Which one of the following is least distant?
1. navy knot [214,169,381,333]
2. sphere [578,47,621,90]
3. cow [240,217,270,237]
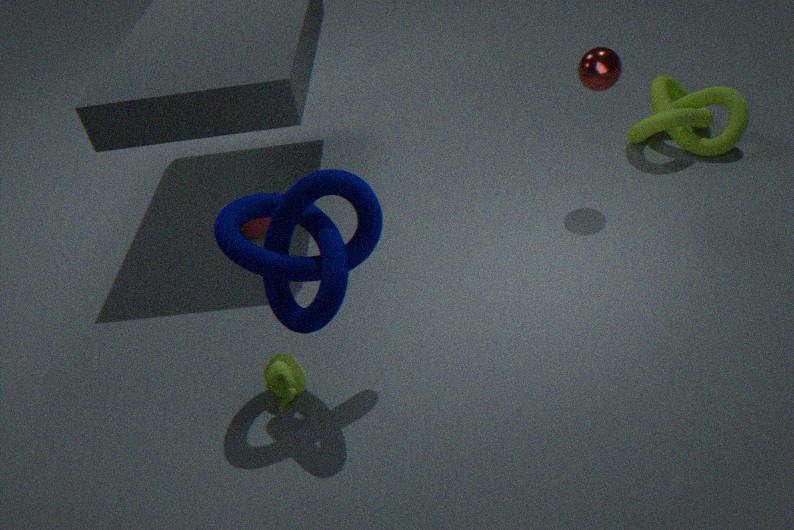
navy knot [214,169,381,333]
